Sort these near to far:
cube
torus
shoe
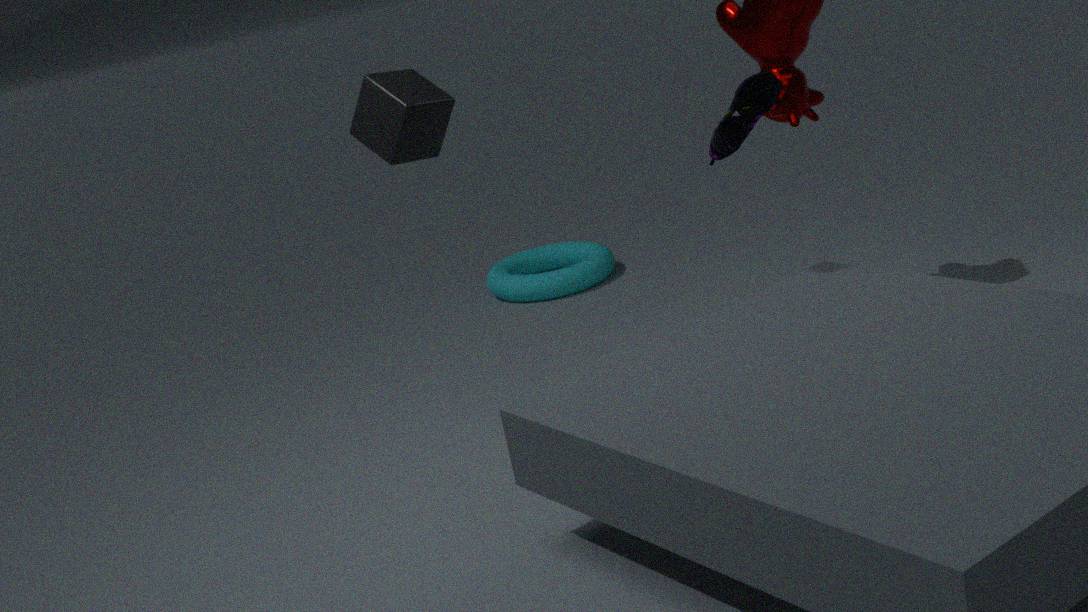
shoe → cube → torus
